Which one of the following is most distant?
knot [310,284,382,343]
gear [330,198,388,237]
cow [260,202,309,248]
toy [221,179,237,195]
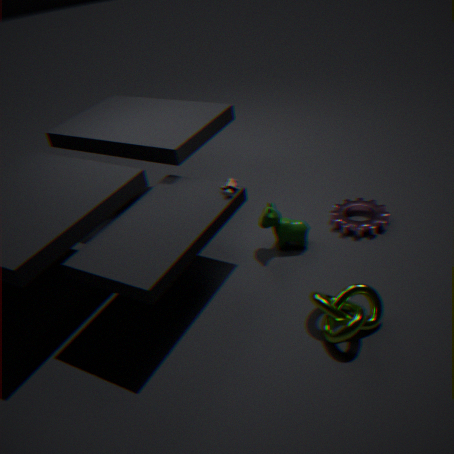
gear [330,198,388,237]
